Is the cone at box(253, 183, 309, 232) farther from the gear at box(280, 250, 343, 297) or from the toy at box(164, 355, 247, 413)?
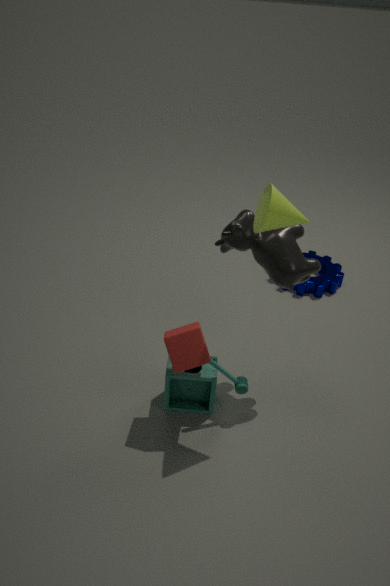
the gear at box(280, 250, 343, 297)
